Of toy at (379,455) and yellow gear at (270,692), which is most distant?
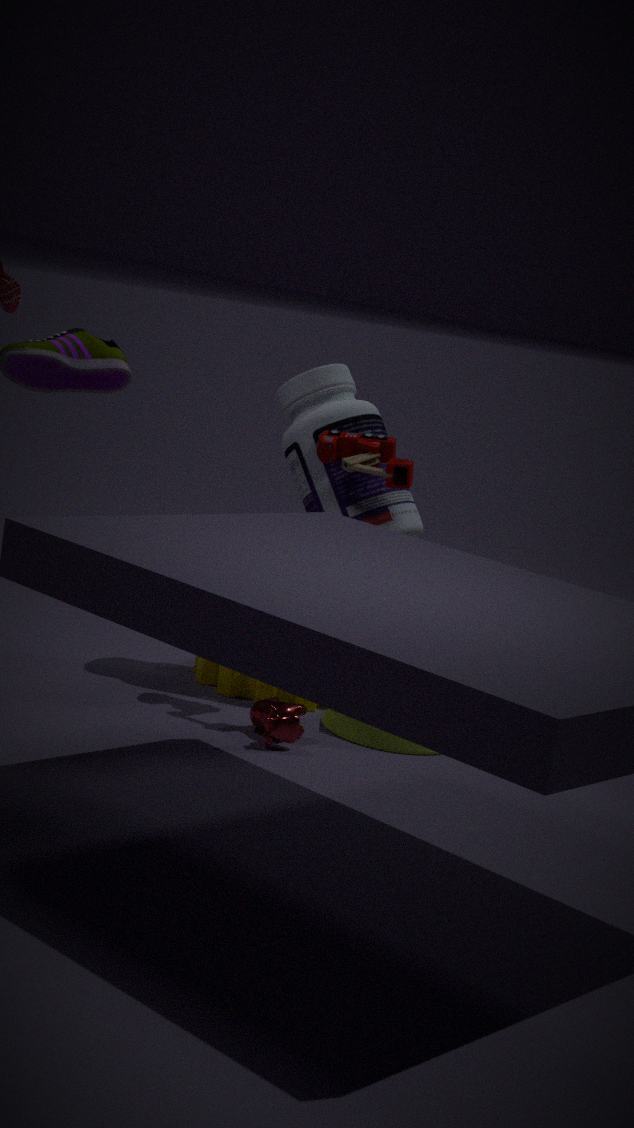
yellow gear at (270,692)
